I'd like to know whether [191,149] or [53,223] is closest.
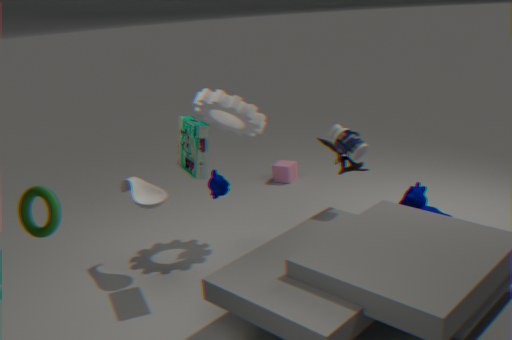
[53,223]
